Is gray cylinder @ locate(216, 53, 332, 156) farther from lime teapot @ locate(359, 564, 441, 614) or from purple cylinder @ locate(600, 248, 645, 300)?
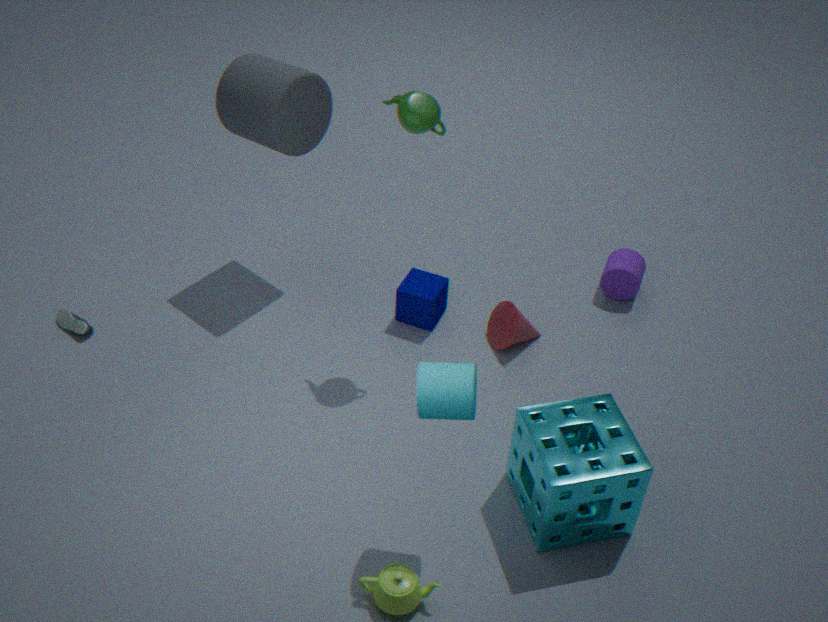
lime teapot @ locate(359, 564, 441, 614)
